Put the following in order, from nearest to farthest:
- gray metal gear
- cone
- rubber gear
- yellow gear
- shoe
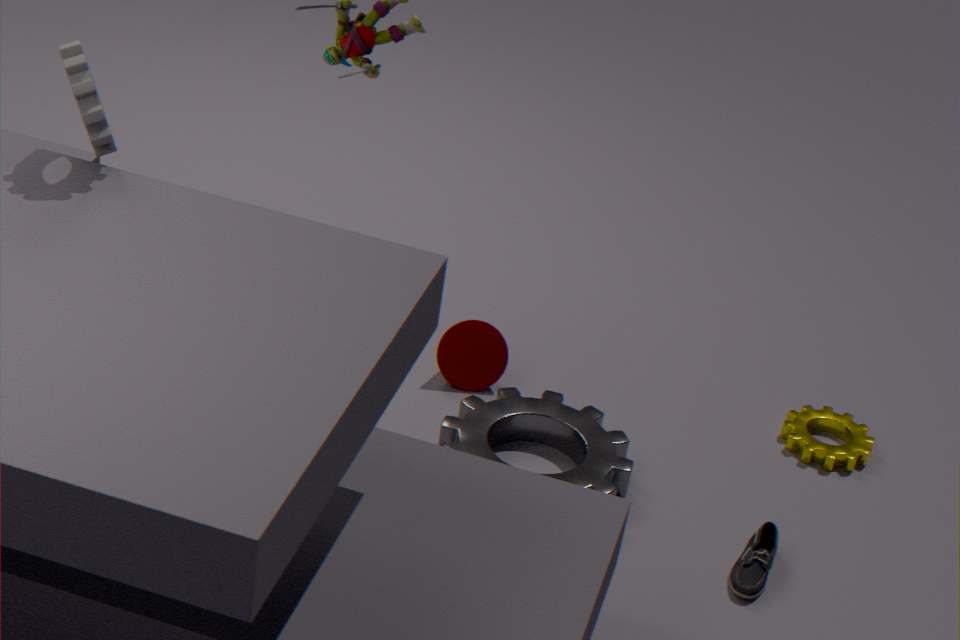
rubber gear, shoe, gray metal gear, yellow gear, cone
